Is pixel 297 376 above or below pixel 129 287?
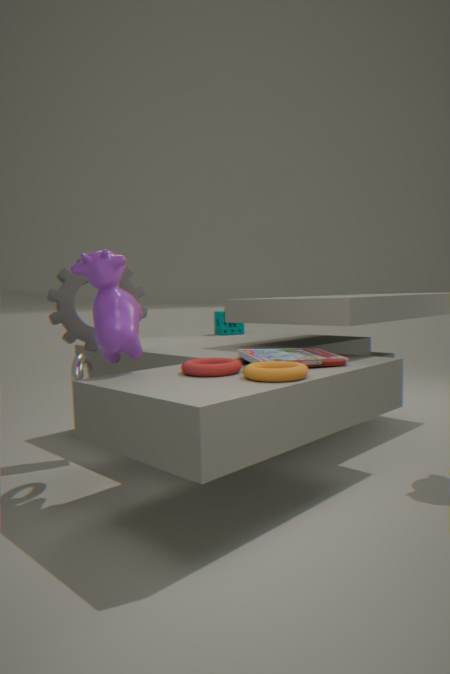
below
